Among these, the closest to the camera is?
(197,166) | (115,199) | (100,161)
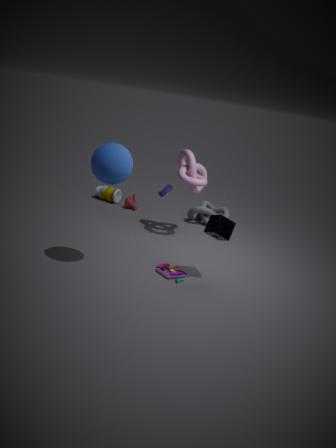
(100,161)
